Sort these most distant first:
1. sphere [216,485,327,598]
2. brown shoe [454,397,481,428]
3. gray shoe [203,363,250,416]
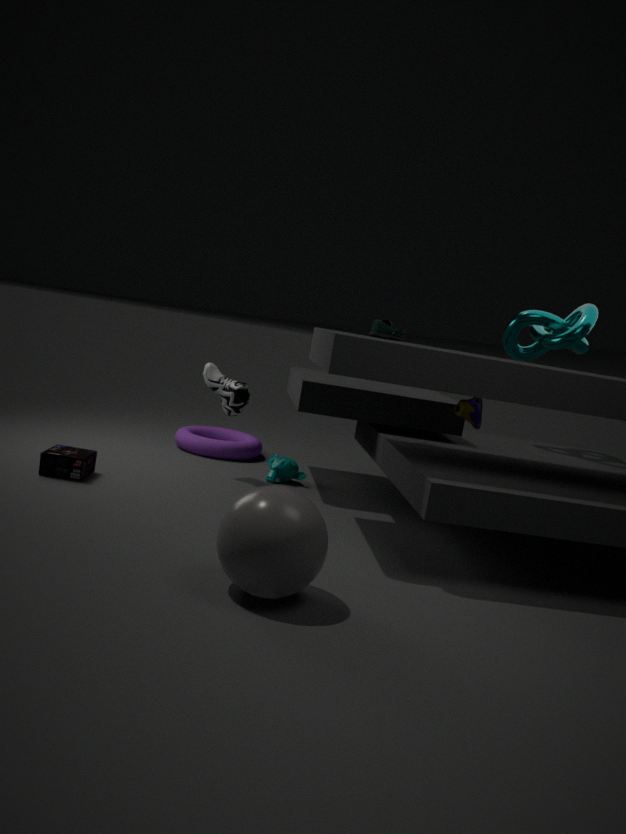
gray shoe [203,363,250,416] < brown shoe [454,397,481,428] < sphere [216,485,327,598]
